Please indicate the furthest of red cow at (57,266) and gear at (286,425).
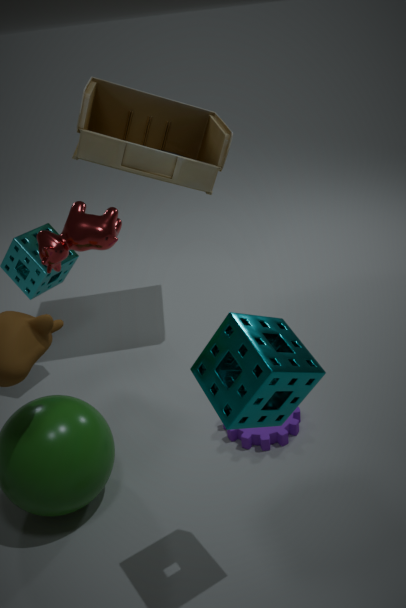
gear at (286,425)
